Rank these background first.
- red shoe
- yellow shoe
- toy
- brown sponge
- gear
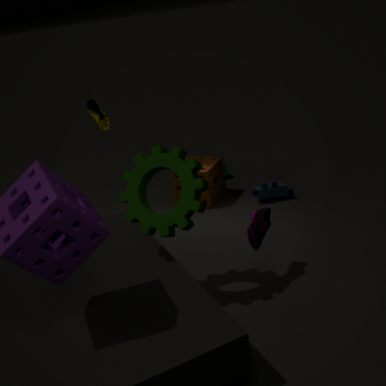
brown sponge < toy < yellow shoe < red shoe < gear
